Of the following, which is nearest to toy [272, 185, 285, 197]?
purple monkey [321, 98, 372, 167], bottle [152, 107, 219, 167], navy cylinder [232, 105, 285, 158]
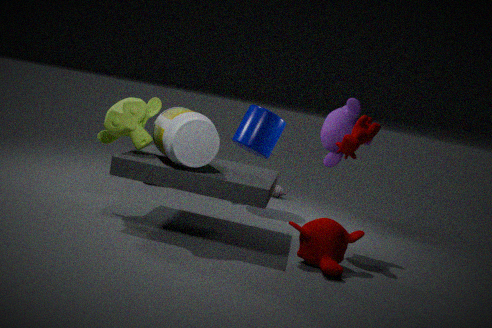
navy cylinder [232, 105, 285, 158]
